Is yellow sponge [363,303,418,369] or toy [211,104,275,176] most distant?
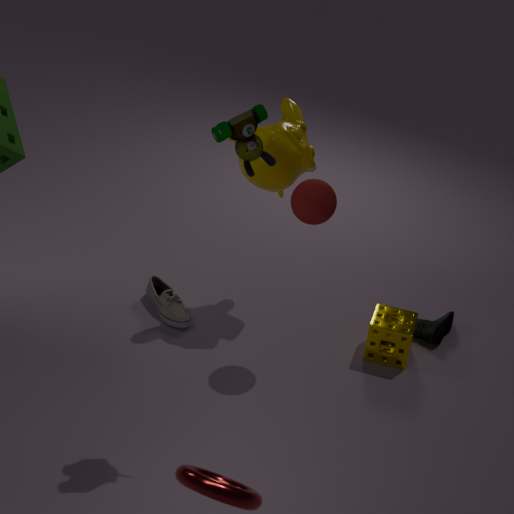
yellow sponge [363,303,418,369]
